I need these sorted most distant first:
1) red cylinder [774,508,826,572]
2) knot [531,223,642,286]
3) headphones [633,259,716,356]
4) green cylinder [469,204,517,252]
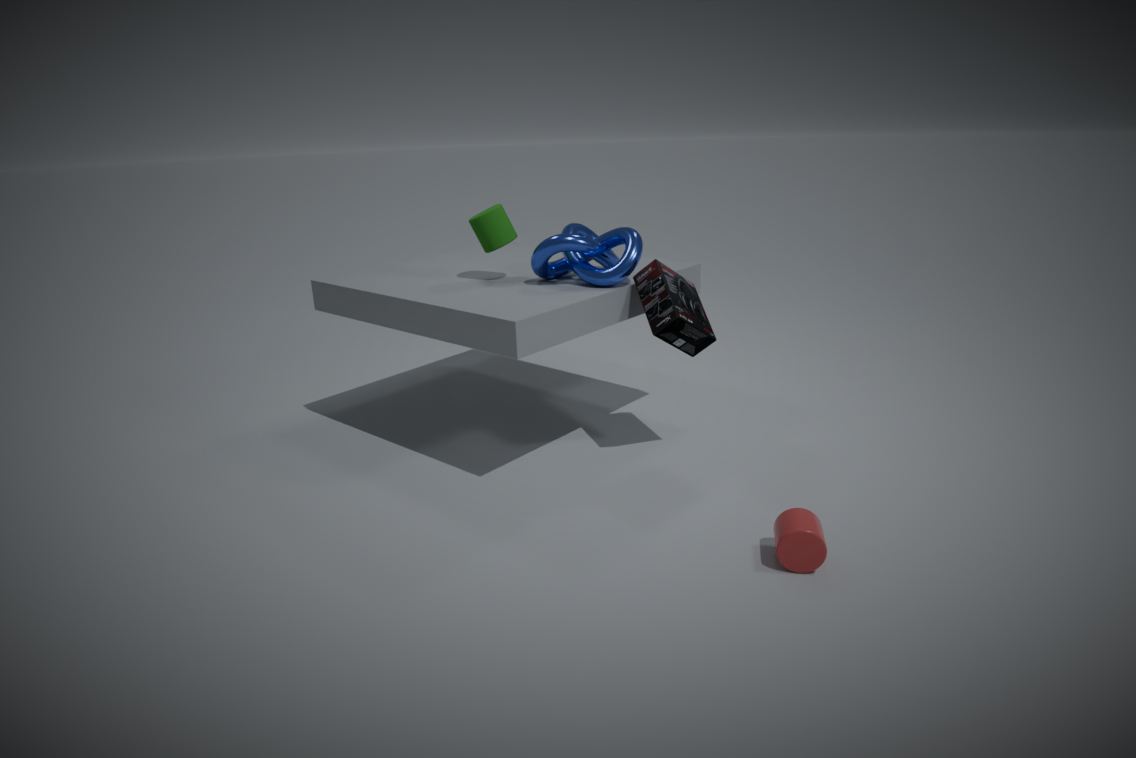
4. green cylinder [469,204,517,252] < 2. knot [531,223,642,286] < 3. headphones [633,259,716,356] < 1. red cylinder [774,508,826,572]
